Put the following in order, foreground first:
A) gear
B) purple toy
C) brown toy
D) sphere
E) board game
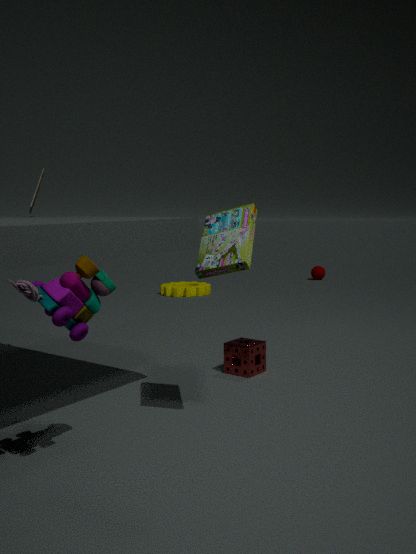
purple toy
board game
brown toy
gear
sphere
